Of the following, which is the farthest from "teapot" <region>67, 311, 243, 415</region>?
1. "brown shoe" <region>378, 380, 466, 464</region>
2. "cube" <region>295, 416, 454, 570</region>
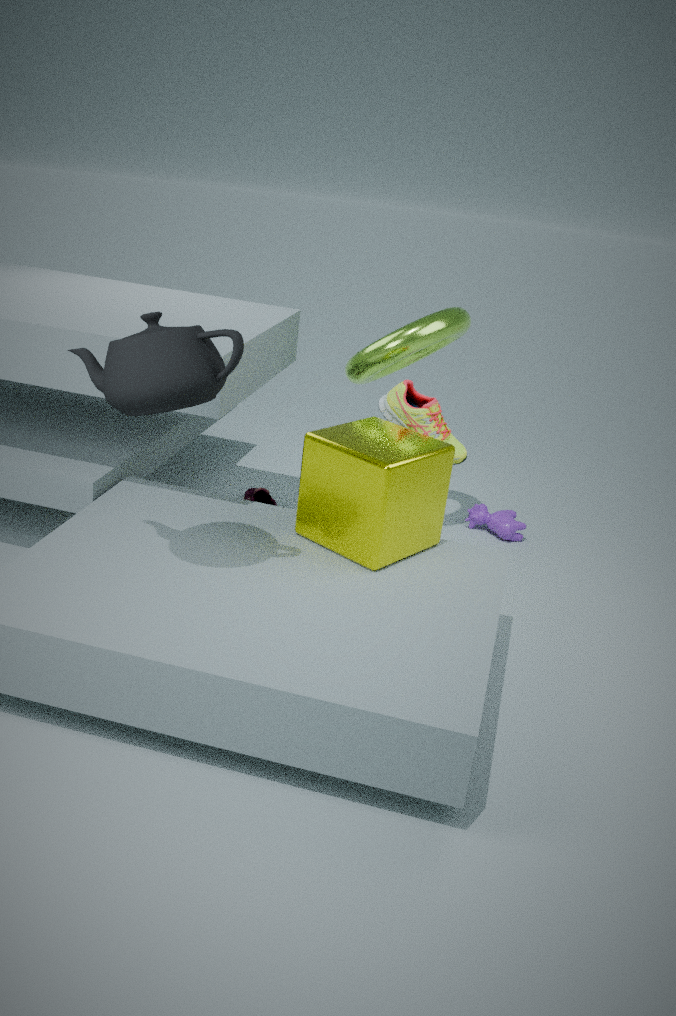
"brown shoe" <region>378, 380, 466, 464</region>
